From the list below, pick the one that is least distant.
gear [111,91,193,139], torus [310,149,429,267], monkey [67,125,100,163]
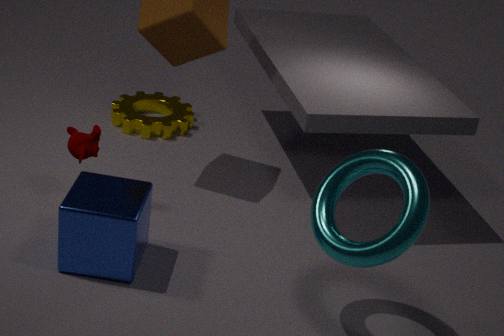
torus [310,149,429,267]
